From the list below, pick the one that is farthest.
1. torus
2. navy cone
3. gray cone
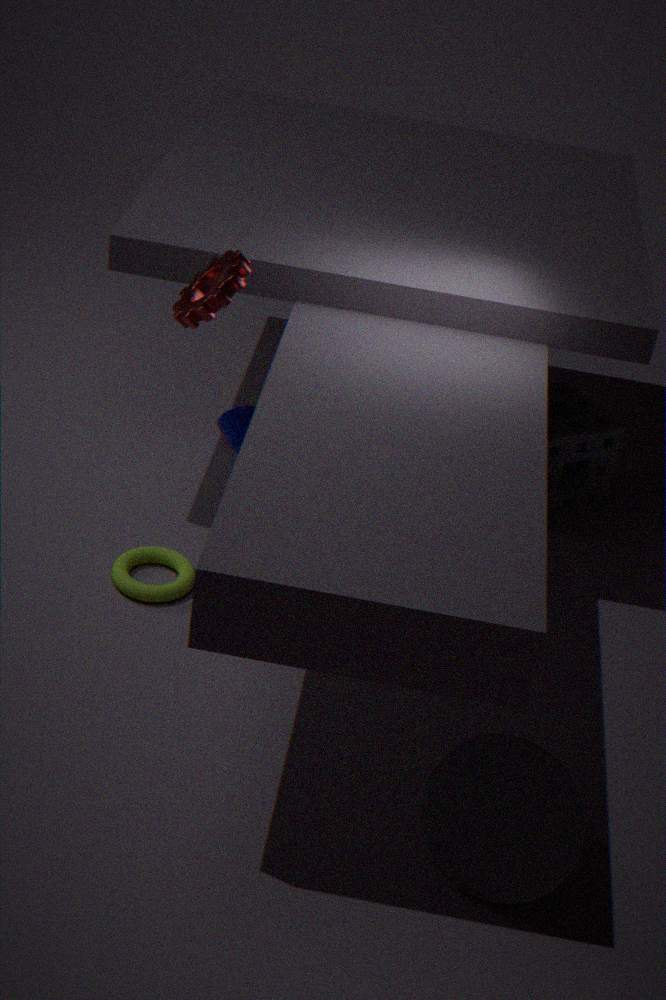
navy cone
